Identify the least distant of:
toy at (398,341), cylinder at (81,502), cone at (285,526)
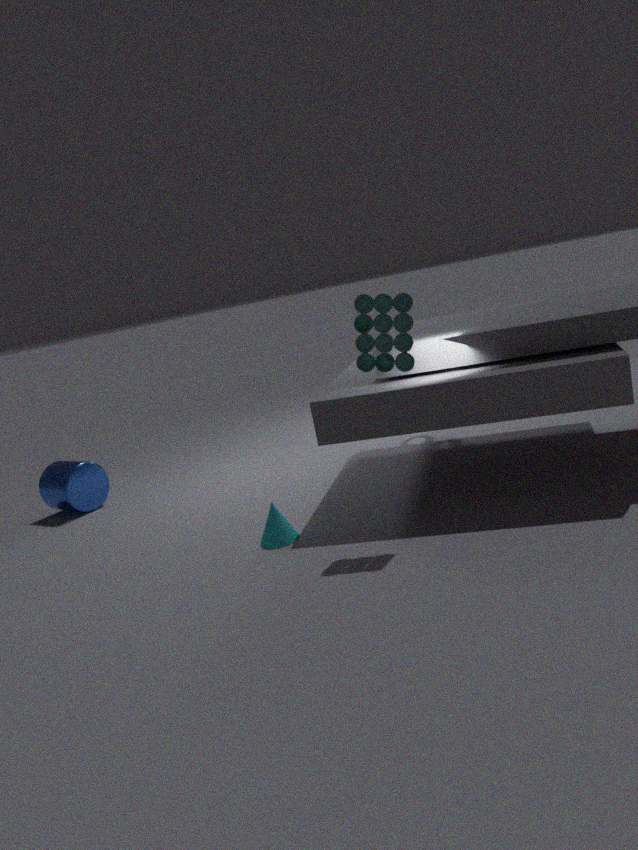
toy at (398,341)
